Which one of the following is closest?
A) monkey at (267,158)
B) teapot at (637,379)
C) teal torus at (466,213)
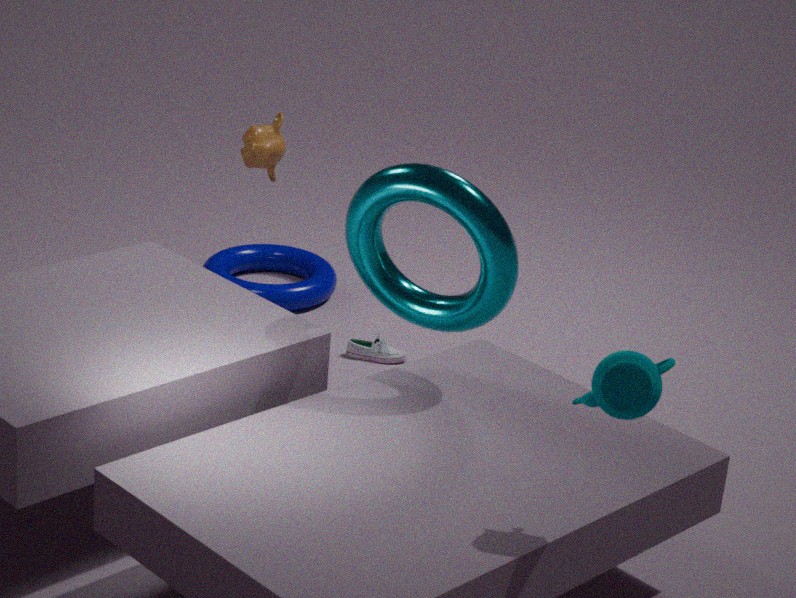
B. teapot at (637,379)
